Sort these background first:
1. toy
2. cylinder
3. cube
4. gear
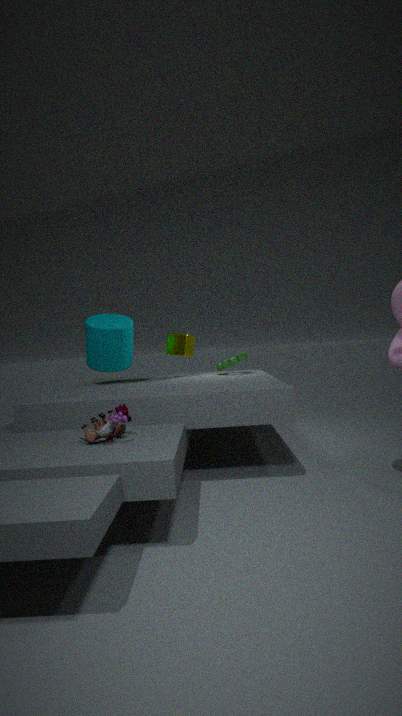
cube, gear, cylinder, toy
